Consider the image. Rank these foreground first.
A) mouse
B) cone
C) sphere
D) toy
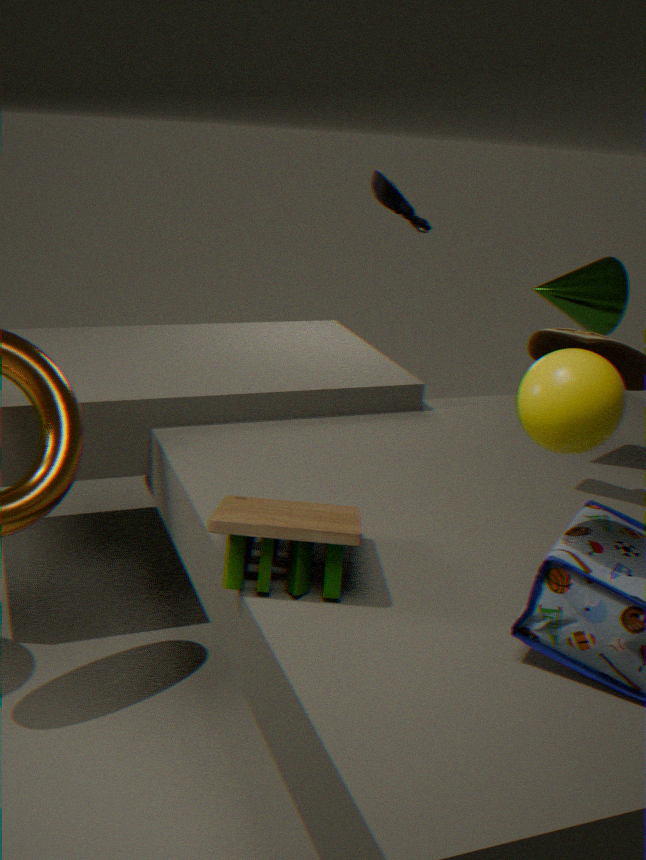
sphere, toy, cone, mouse
